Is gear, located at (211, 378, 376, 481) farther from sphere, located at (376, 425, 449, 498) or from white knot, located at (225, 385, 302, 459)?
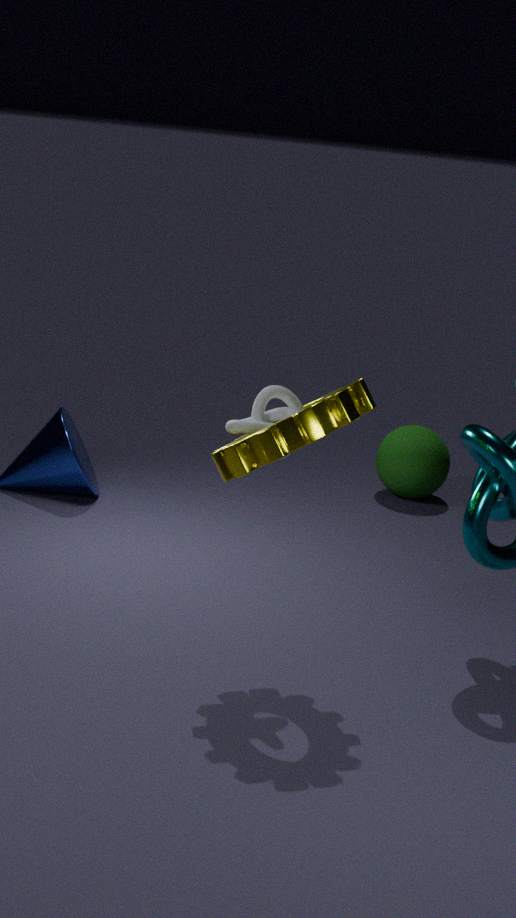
sphere, located at (376, 425, 449, 498)
